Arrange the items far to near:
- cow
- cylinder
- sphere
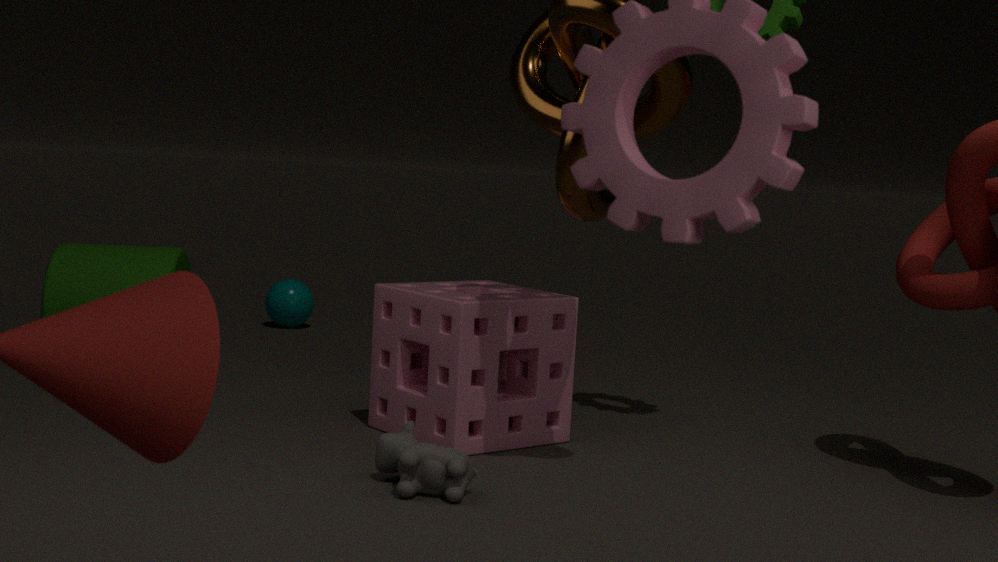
sphere
cylinder
cow
